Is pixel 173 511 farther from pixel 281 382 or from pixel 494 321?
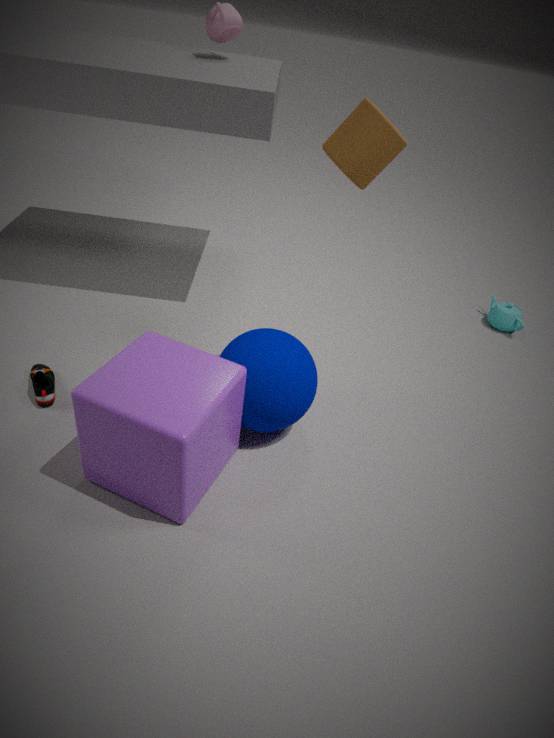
pixel 494 321
